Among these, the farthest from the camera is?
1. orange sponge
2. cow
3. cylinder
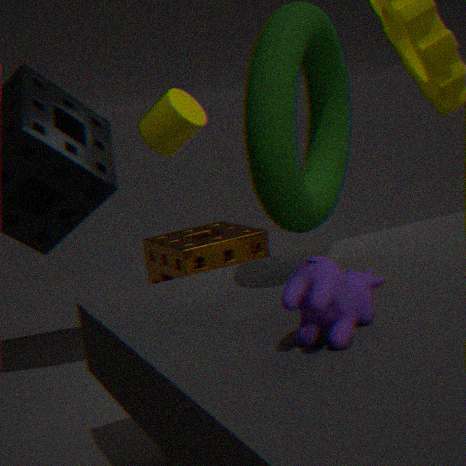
orange sponge
